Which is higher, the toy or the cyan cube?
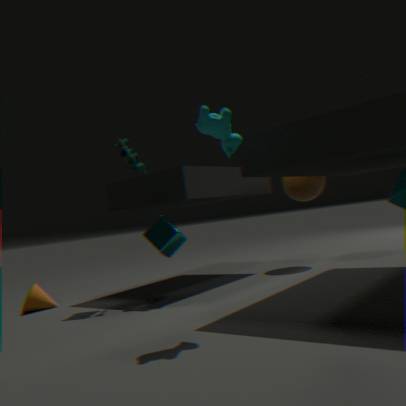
the toy
